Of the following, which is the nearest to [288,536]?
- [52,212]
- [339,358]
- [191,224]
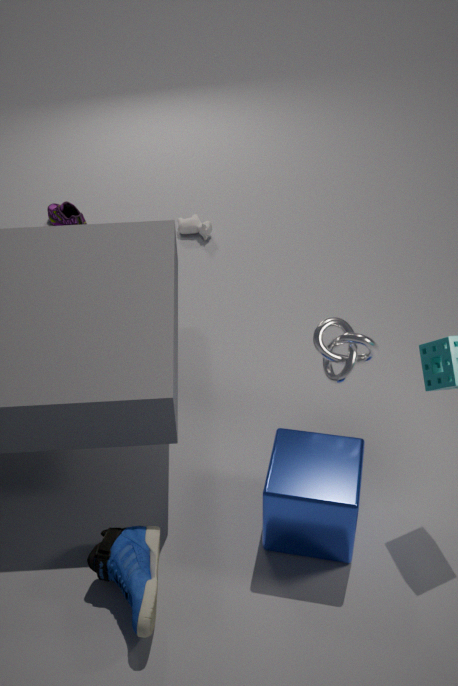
[339,358]
